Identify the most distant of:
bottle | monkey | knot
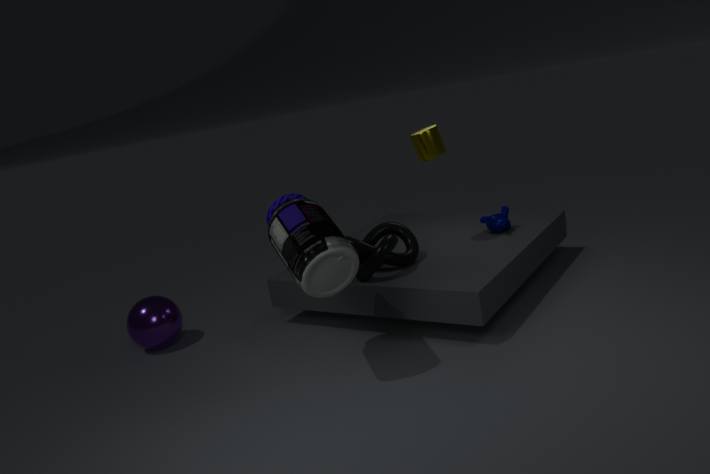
monkey
